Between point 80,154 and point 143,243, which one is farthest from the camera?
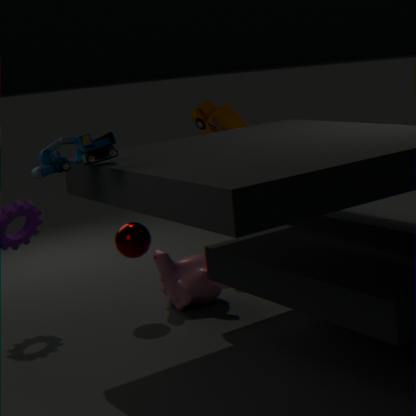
point 143,243
